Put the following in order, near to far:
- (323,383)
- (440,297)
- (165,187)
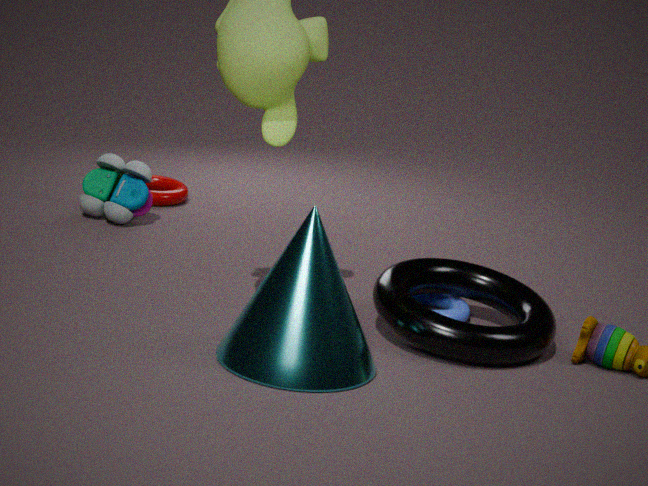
1. (323,383)
2. (440,297)
3. (165,187)
